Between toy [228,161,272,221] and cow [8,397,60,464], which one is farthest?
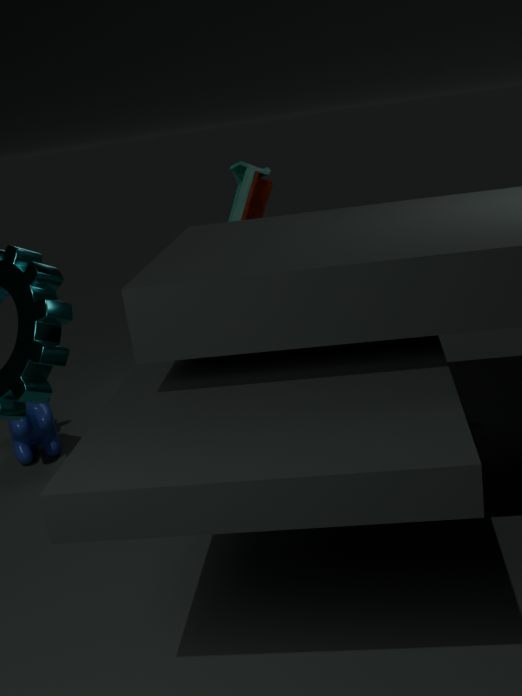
cow [8,397,60,464]
